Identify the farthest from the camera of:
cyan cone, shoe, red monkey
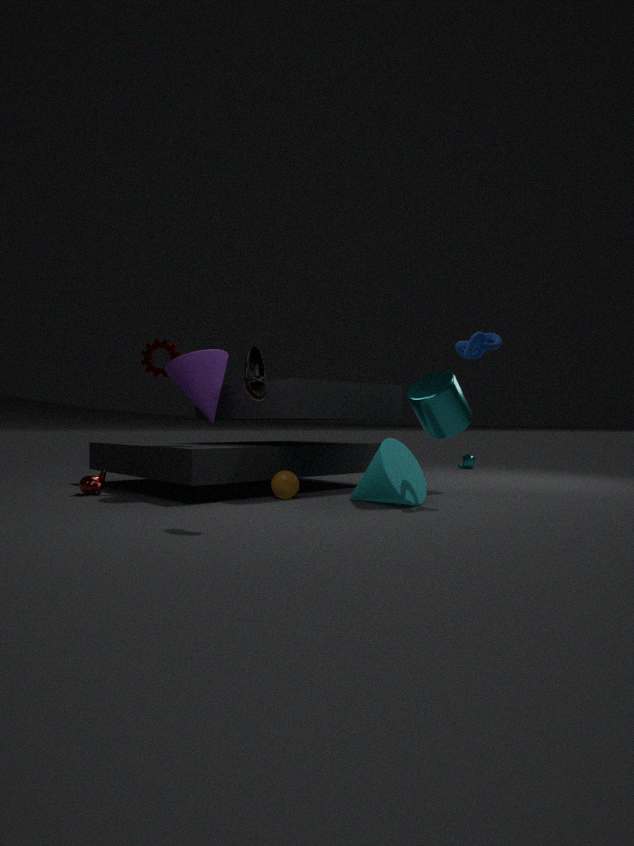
red monkey
